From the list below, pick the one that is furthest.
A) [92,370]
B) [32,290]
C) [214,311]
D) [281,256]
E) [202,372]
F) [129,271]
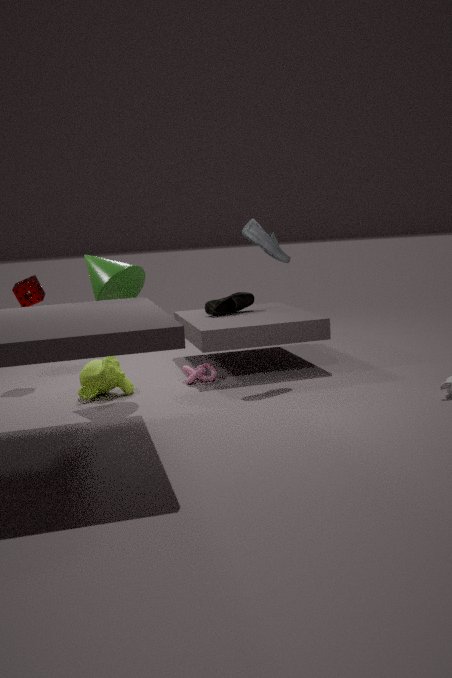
[214,311]
